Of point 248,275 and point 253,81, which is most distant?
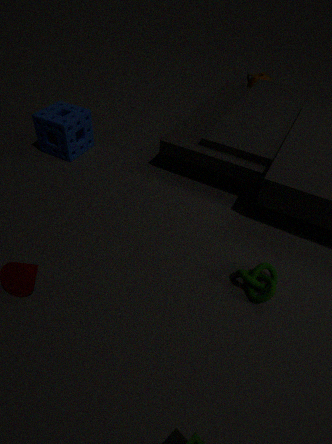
point 253,81
